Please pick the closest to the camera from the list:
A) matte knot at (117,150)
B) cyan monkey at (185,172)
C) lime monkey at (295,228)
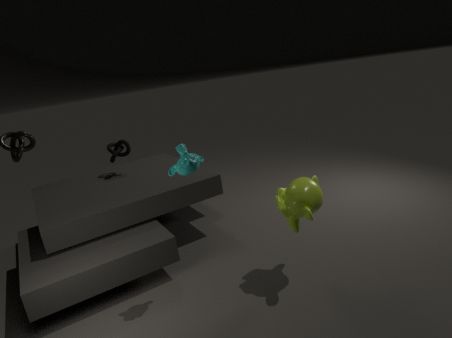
cyan monkey at (185,172)
